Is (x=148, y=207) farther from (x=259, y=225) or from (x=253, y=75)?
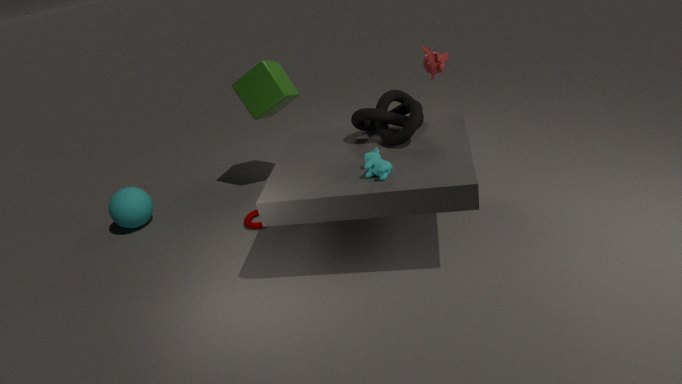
(x=253, y=75)
